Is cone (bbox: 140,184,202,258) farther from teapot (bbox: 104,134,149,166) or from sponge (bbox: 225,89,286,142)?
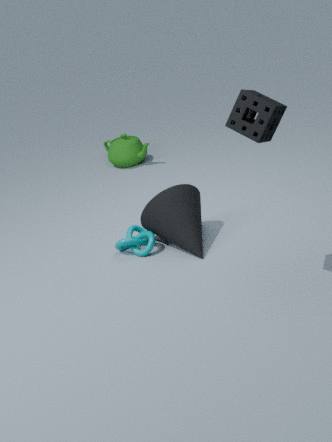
teapot (bbox: 104,134,149,166)
